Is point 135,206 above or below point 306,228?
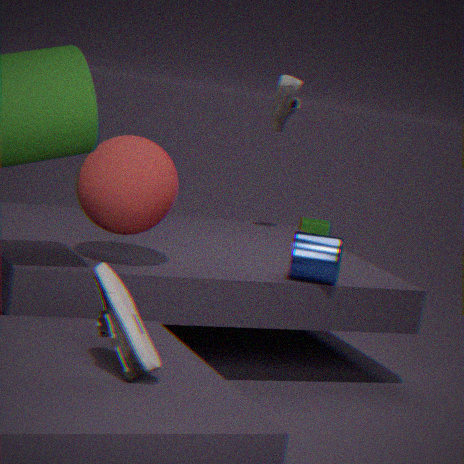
above
